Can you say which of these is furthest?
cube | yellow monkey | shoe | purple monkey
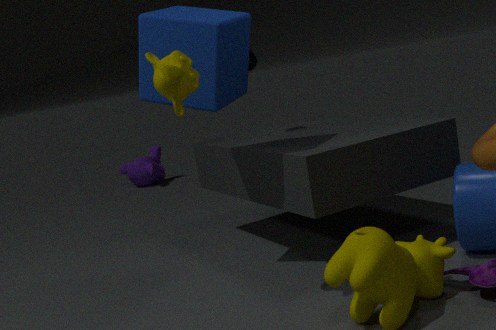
purple monkey
